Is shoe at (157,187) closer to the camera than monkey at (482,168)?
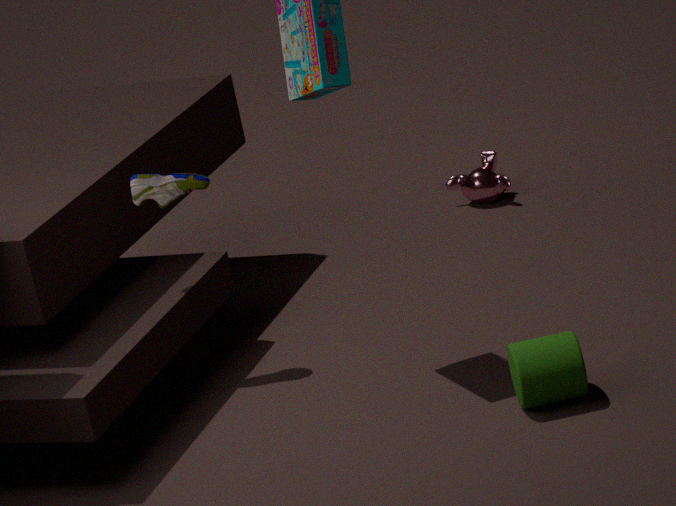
Yes
